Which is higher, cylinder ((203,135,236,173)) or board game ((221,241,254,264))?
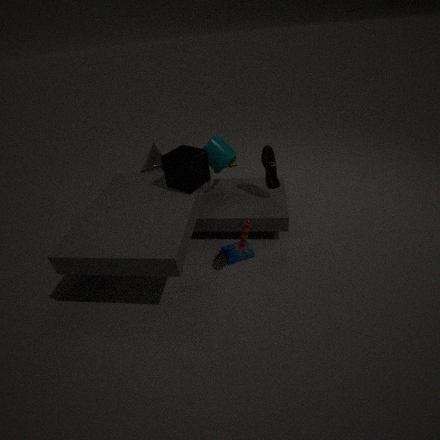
cylinder ((203,135,236,173))
